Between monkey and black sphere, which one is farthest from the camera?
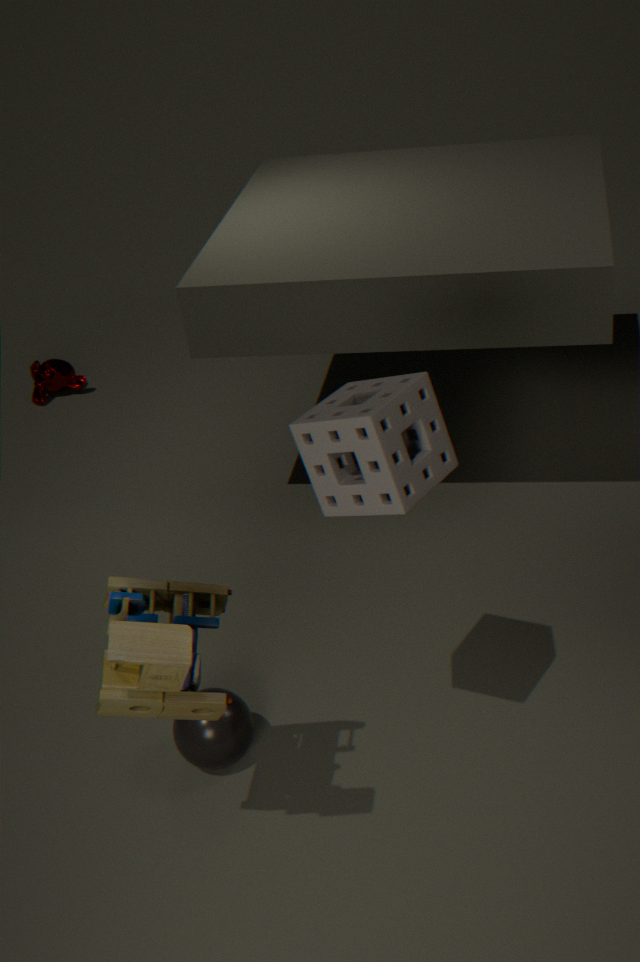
monkey
